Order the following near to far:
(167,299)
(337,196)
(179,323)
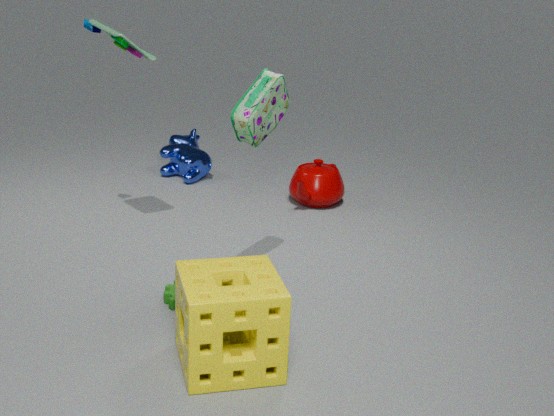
1. (179,323)
2. (167,299)
3. (337,196)
